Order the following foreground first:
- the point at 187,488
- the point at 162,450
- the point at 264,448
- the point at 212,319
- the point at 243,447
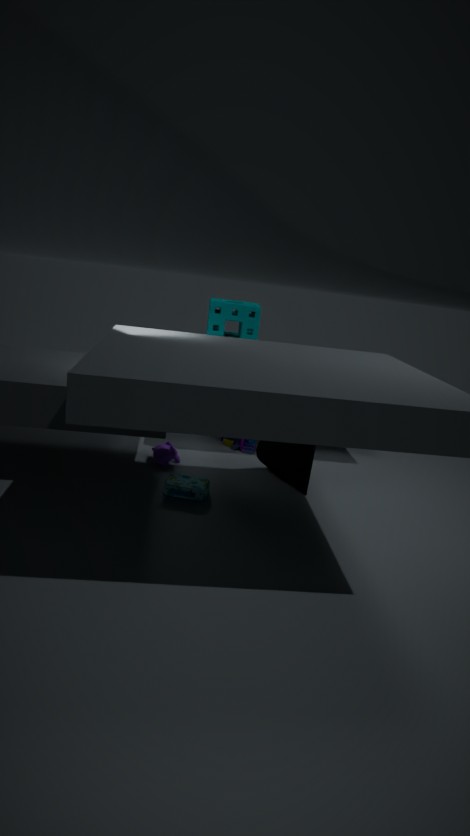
1. the point at 187,488
2. the point at 162,450
3. the point at 264,448
4. the point at 212,319
5. the point at 243,447
